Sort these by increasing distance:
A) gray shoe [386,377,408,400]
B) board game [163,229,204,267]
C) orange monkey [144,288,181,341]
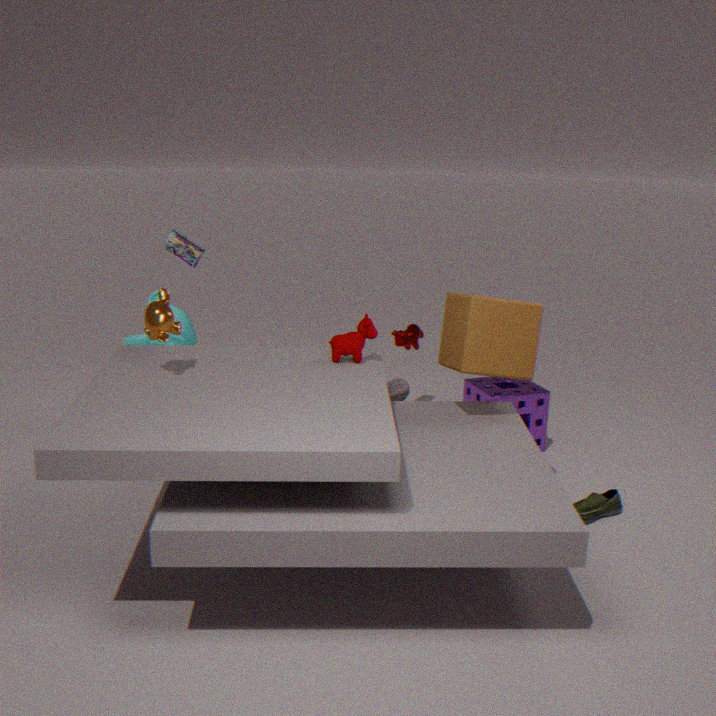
orange monkey [144,288,181,341], gray shoe [386,377,408,400], board game [163,229,204,267]
